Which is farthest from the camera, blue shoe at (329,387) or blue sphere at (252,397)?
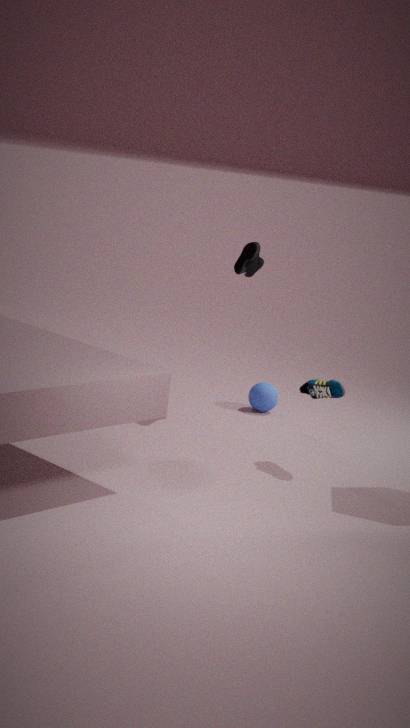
blue sphere at (252,397)
